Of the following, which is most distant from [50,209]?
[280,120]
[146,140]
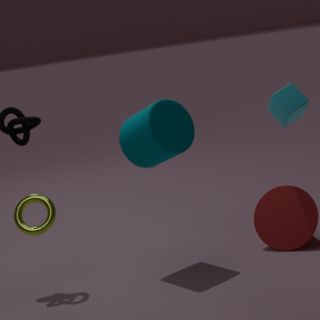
[280,120]
